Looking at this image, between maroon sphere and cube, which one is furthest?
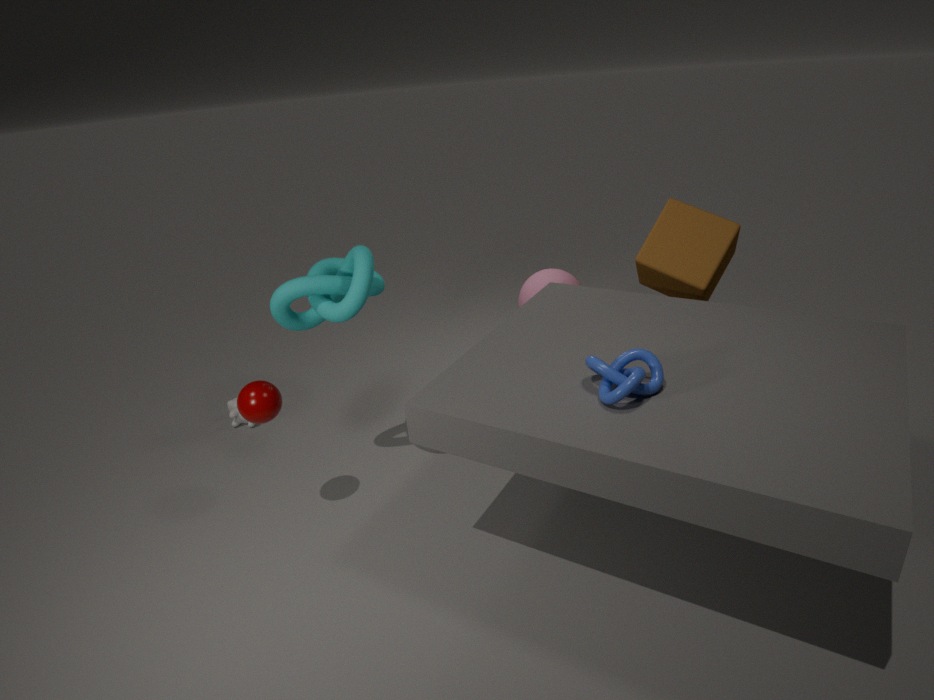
cube
